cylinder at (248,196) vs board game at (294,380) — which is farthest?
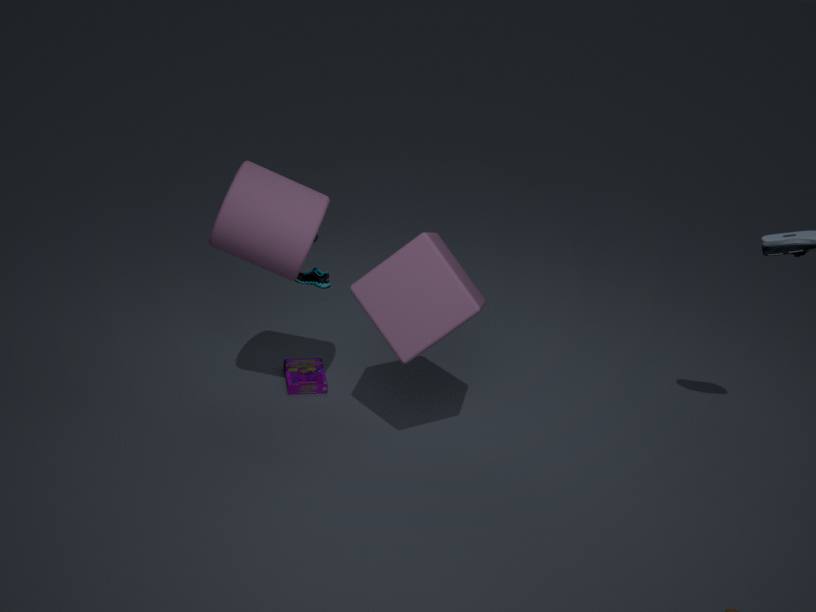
board game at (294,380)
